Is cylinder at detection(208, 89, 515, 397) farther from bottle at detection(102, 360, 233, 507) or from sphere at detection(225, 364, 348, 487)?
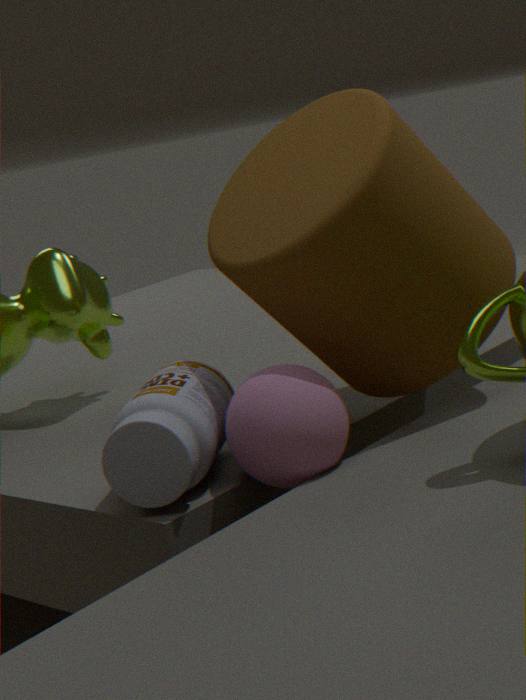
bottle at detection(102, 360, 233, 507)
